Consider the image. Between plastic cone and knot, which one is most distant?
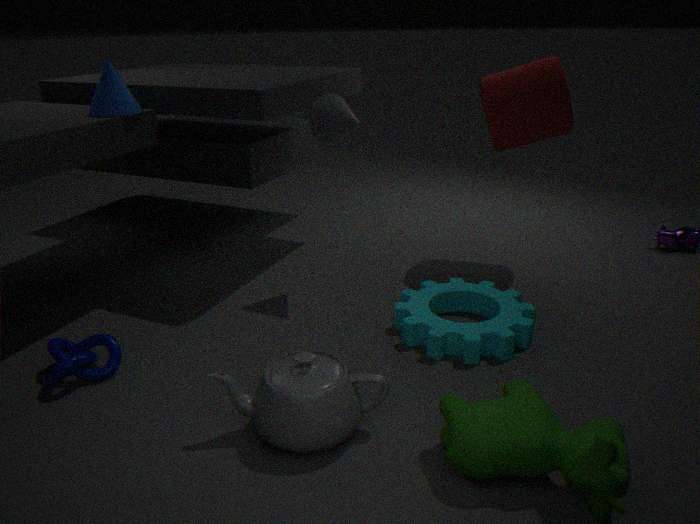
plastic cone
